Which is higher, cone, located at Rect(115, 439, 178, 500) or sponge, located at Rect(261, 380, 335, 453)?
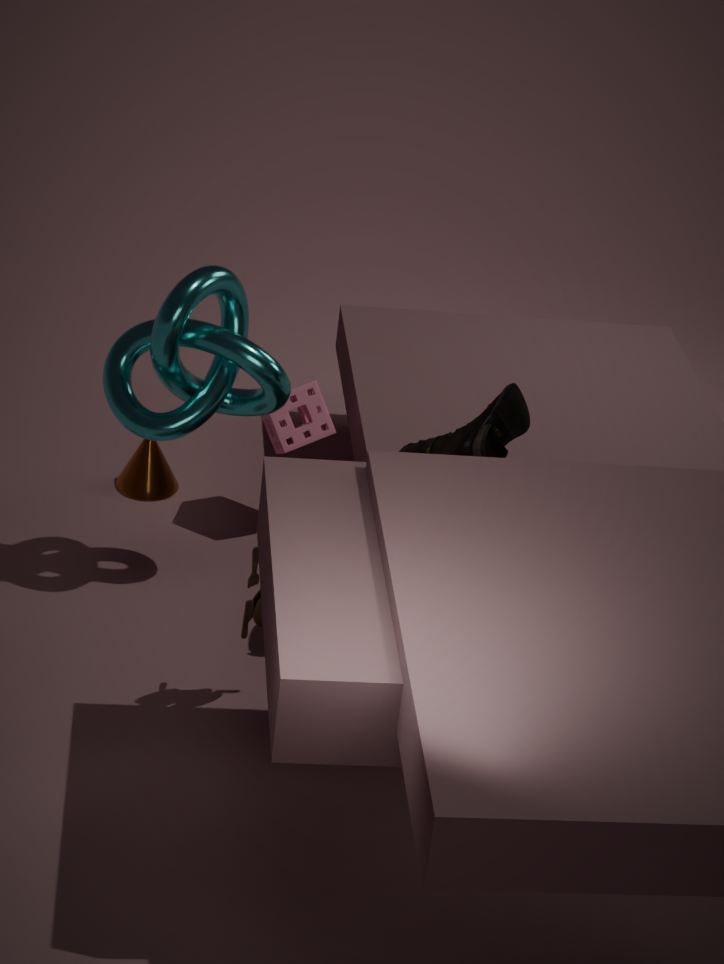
sponge, located at Rect(261, 380, 335, 453)
